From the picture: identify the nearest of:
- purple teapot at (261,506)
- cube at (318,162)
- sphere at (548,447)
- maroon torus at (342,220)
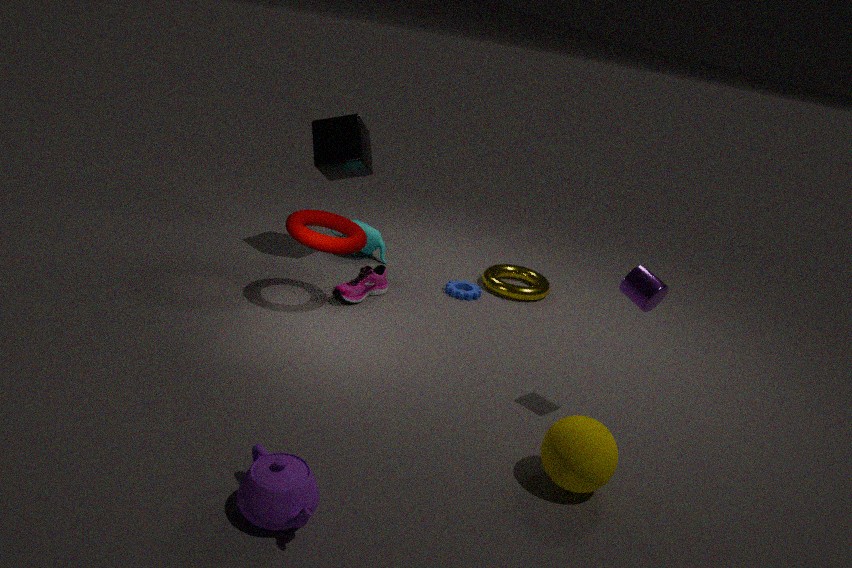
purple teapot at (261,506)
